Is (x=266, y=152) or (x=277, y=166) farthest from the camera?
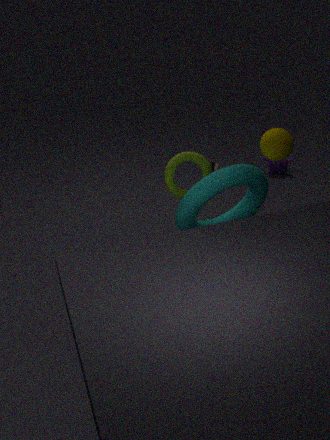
(x=277, y=166)
